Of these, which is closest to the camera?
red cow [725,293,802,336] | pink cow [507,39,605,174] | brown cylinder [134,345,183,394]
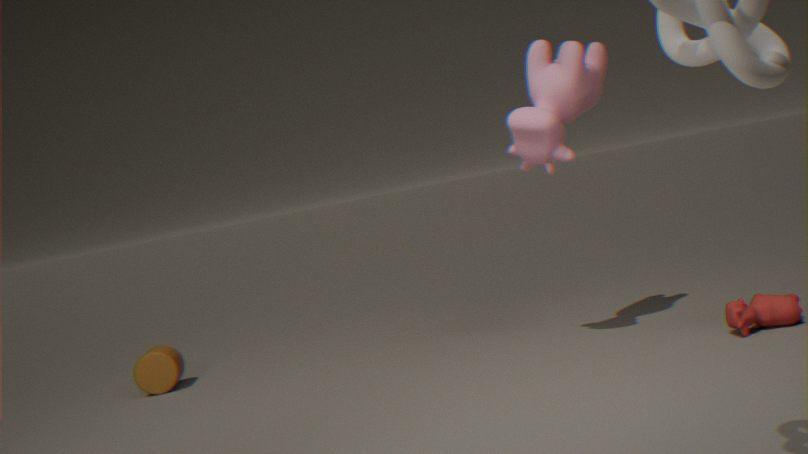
red cow [725,293,802,336]
